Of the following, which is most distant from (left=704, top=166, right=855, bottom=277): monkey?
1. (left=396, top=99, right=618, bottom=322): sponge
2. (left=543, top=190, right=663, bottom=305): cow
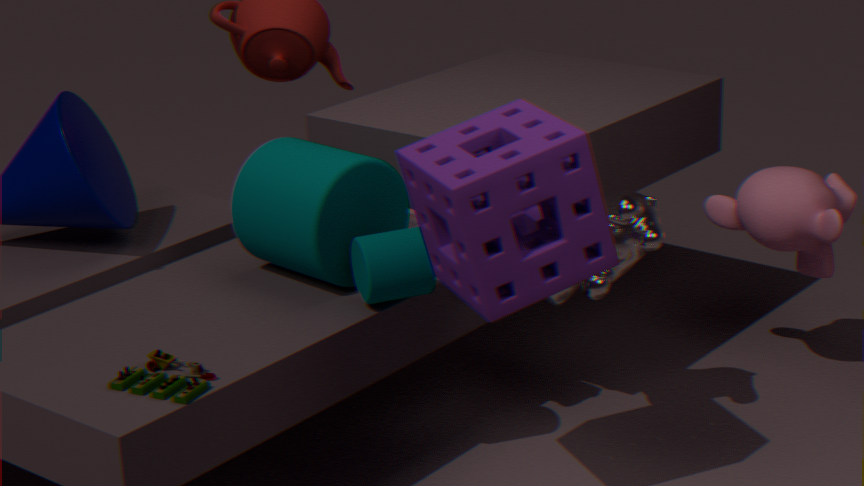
(left=396, top=99, right=618, bottom=322): sponge
